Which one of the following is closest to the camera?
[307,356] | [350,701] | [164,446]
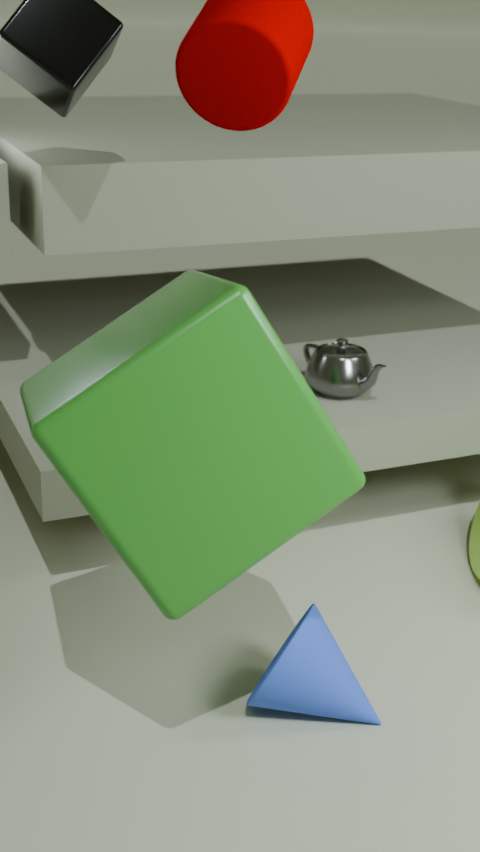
[164,446]
